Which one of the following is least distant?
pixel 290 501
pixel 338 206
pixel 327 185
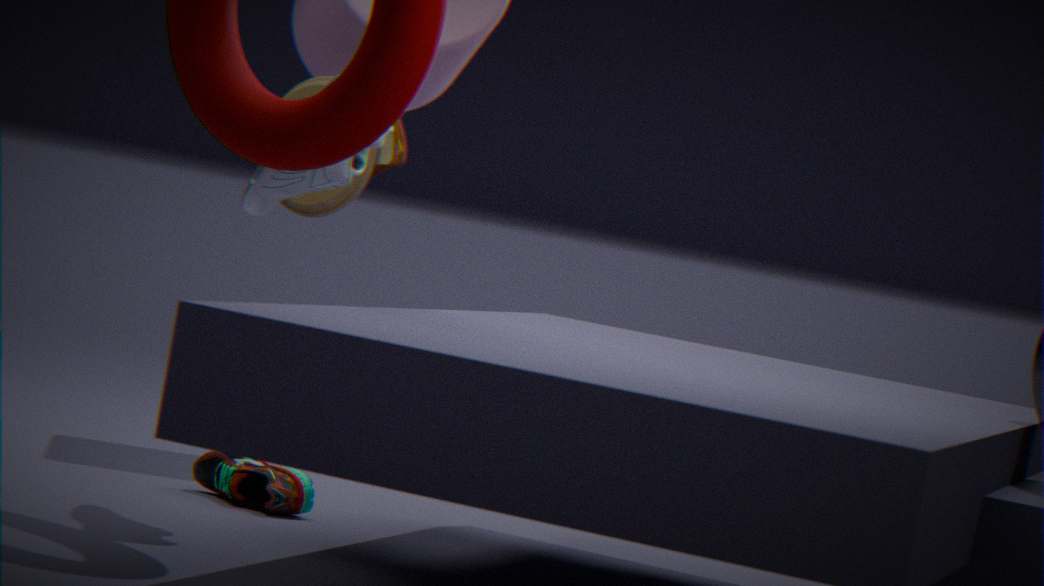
pixel 327 185
